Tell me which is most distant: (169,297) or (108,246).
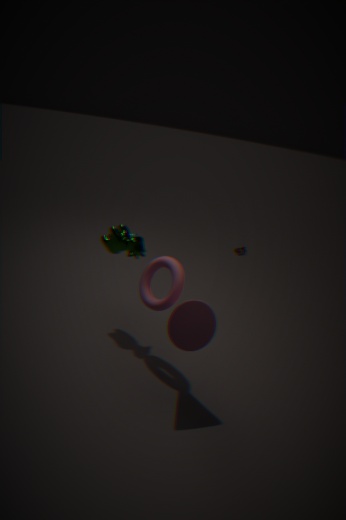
(108,246)
